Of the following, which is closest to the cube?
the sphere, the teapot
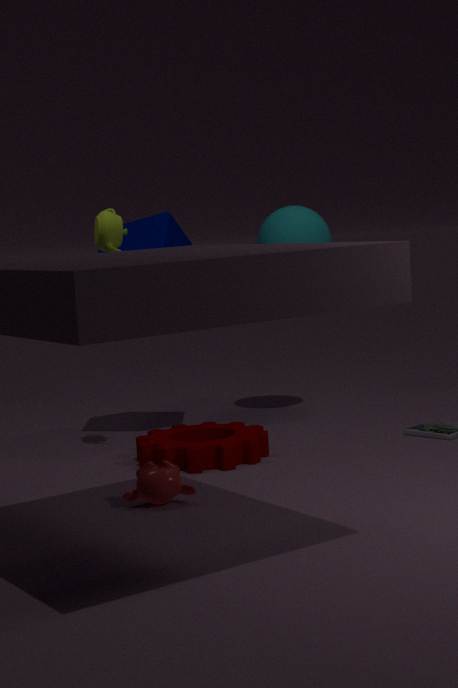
the teapot
